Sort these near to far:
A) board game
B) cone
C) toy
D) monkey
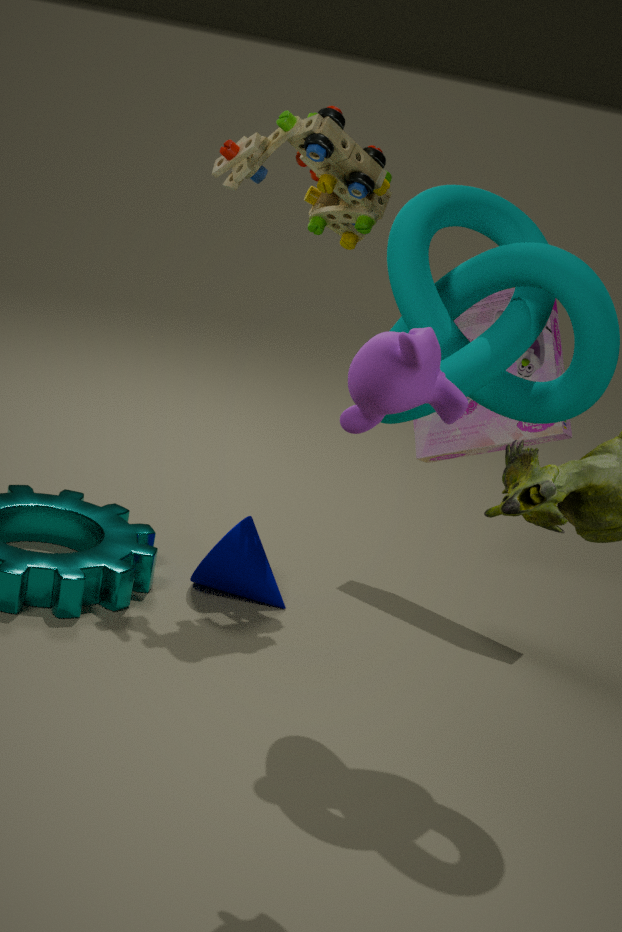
1. monkey
2. toy
3. cone
4. board game
